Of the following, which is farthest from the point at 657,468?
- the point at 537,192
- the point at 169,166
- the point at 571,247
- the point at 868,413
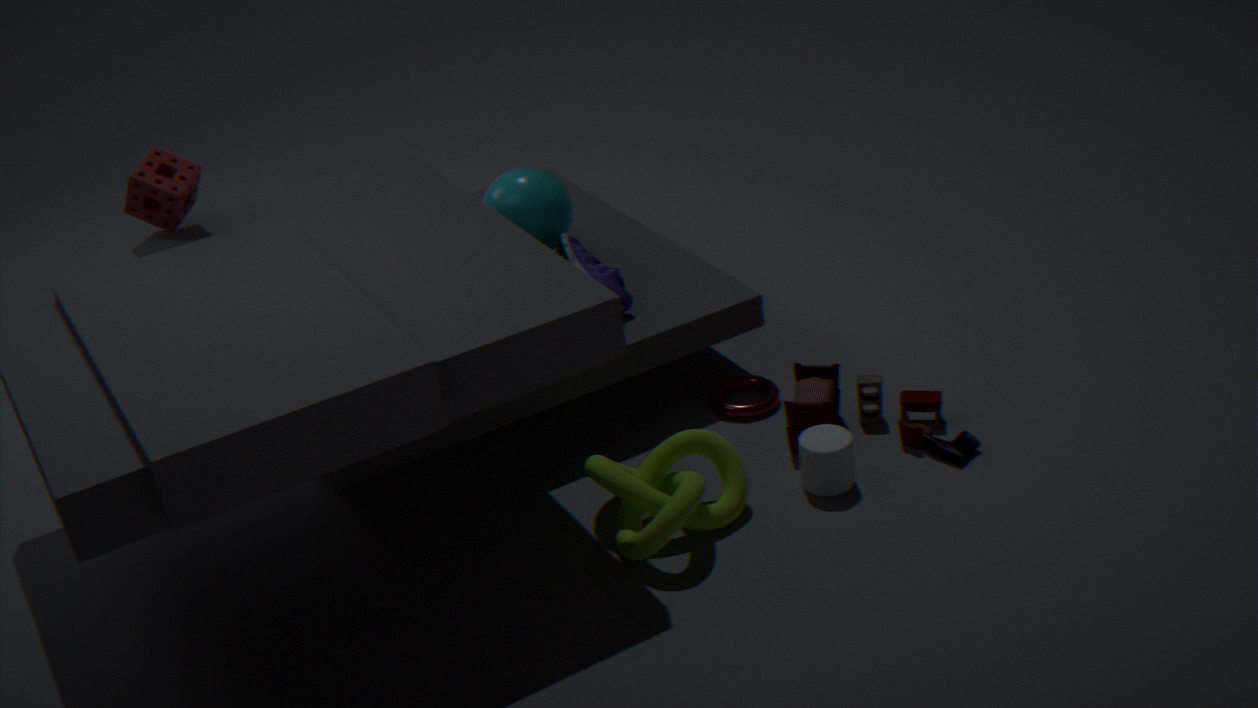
the point at 169,166
